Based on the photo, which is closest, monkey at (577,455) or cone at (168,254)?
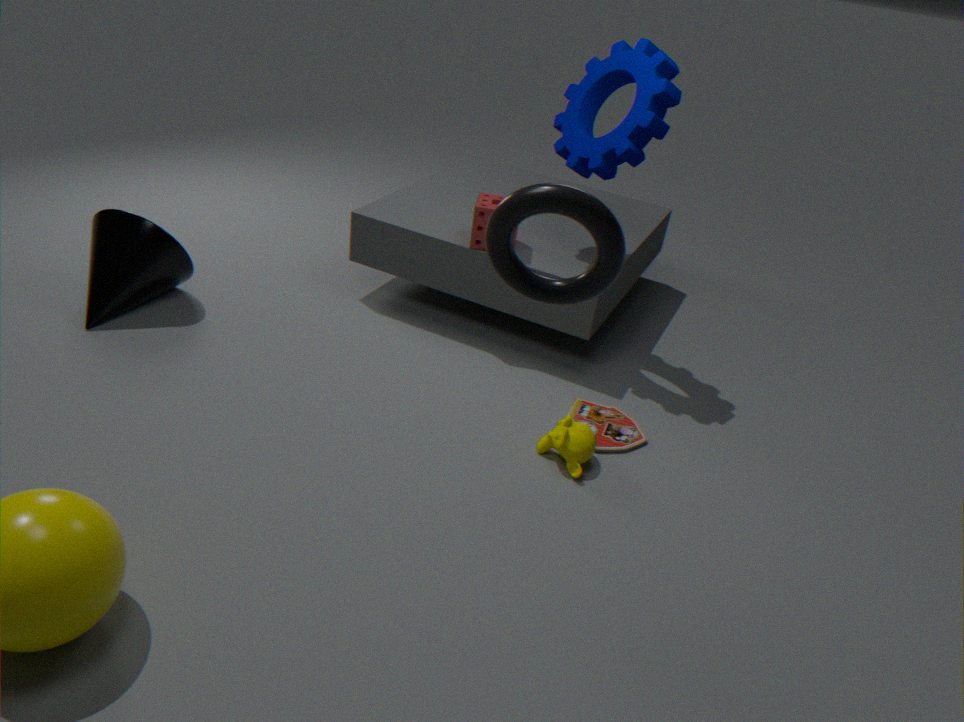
monkey at (577,455)
